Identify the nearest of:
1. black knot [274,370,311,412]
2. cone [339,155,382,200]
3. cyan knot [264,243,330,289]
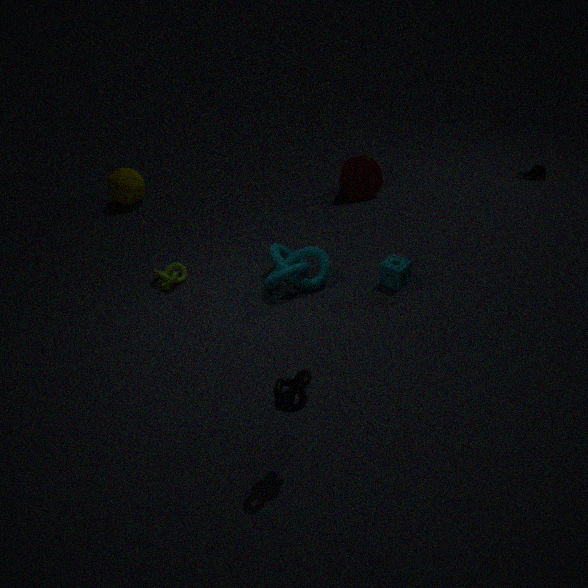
black knot [274,370,311,412]
